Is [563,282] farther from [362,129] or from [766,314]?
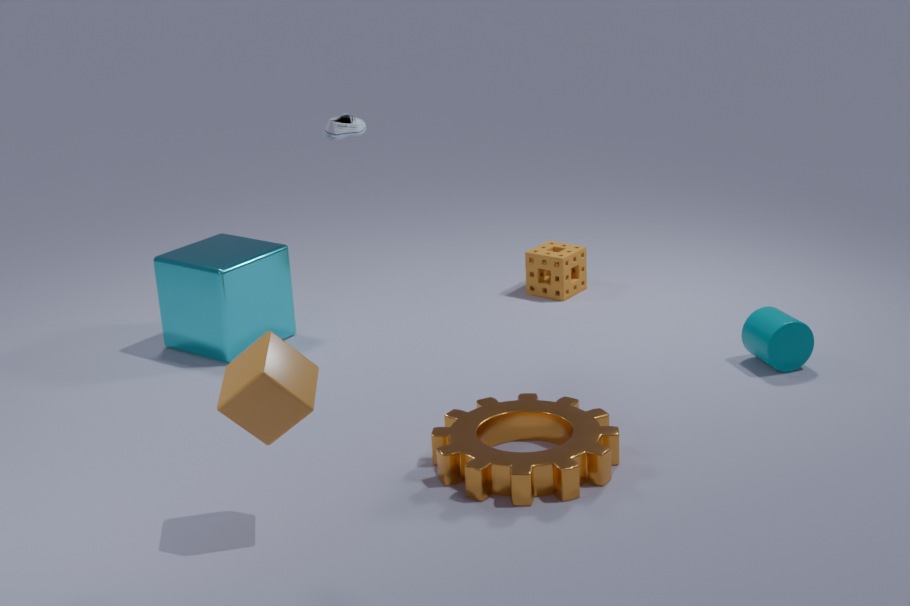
[362,129]
